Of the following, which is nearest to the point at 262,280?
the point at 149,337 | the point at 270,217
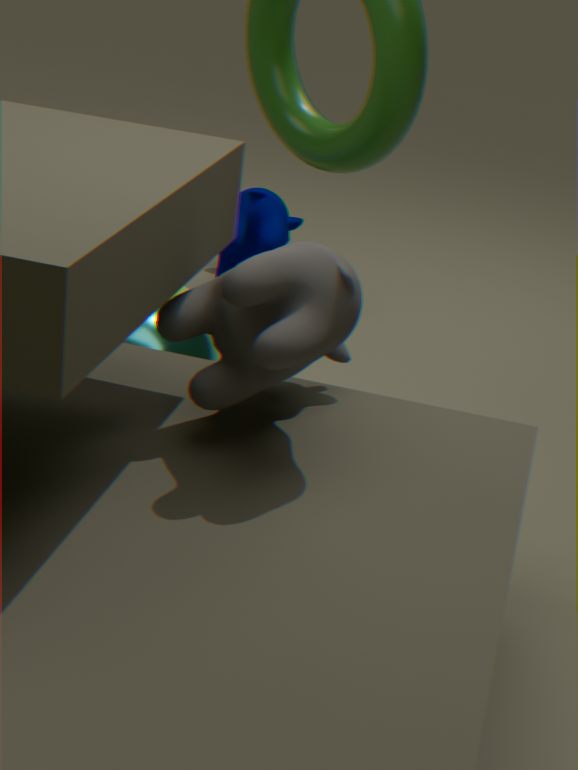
the point at 149,337
